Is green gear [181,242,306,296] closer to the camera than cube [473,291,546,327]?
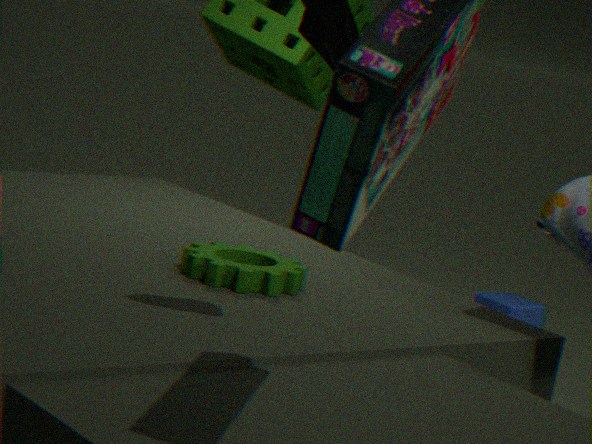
Yes
